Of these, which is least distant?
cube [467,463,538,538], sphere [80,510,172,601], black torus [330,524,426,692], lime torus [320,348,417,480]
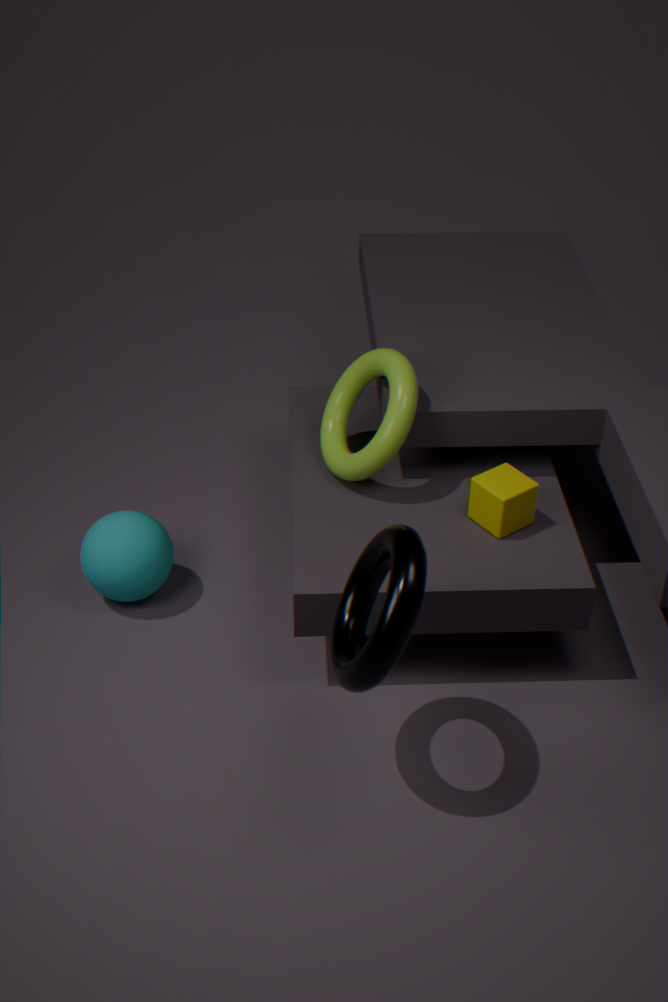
black torus [330,524,426,692]
